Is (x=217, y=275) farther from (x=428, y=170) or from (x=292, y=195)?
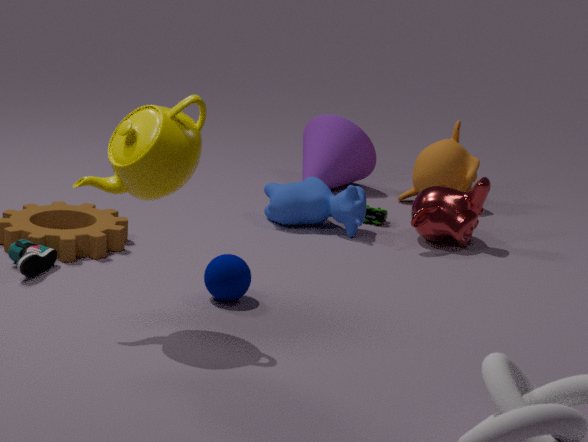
(x=428, y=170)
